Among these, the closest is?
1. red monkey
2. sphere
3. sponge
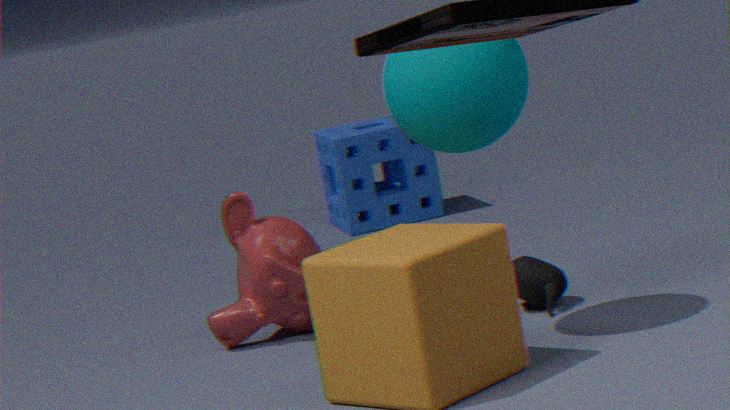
sphere
